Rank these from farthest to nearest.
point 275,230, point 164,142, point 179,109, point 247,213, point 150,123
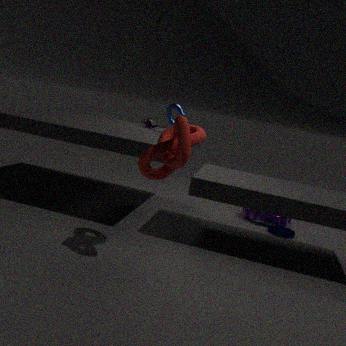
point 247,213, point 150,123, point 275,230, point 179,109, point 164,142
